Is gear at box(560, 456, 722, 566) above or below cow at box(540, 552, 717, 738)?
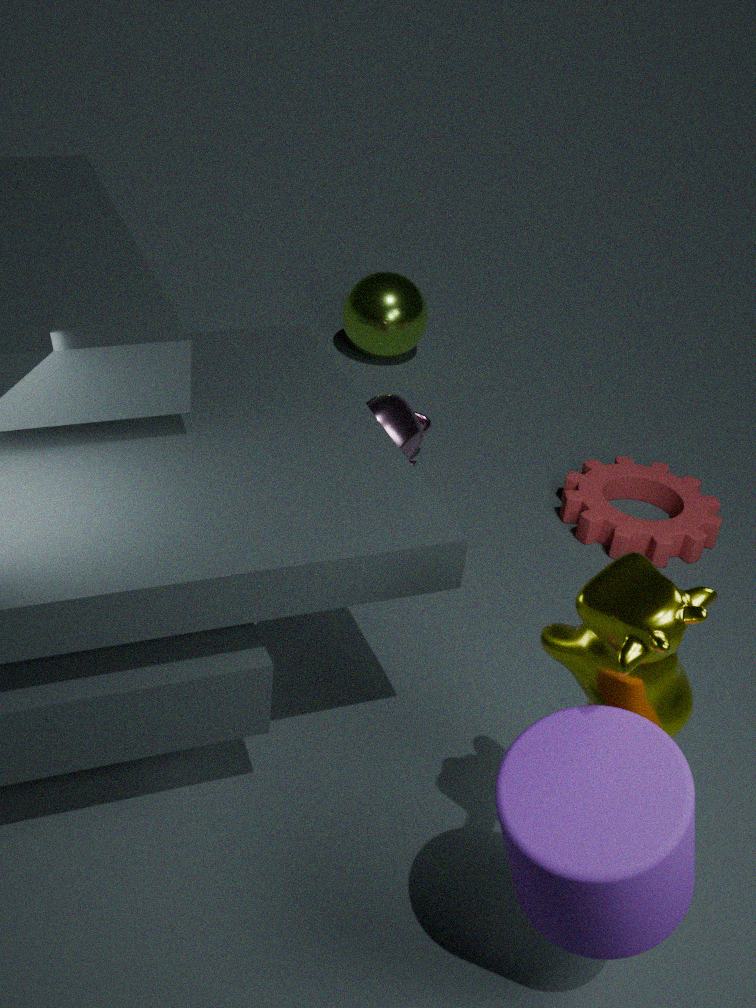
below
